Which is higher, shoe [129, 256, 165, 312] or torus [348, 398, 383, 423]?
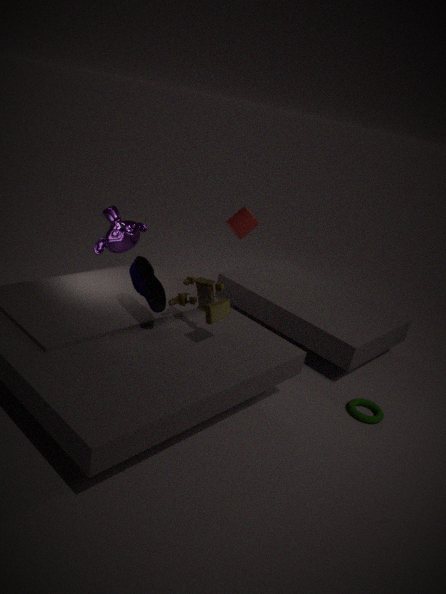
shoe [129, 256, 165, 312]
